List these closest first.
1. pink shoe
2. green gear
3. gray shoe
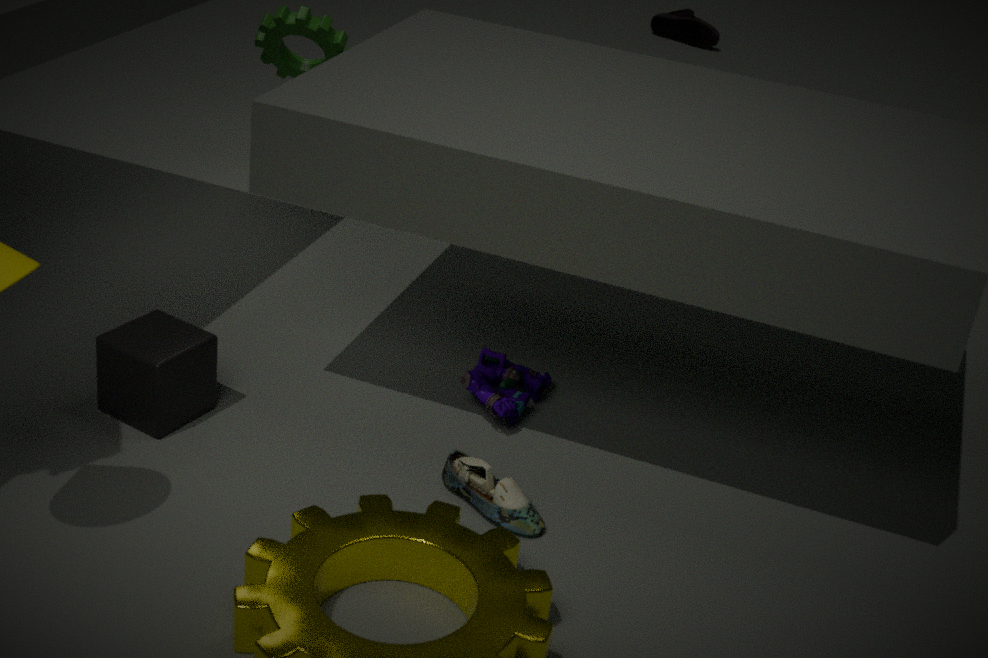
gray shoe → green gear → pink shoe
